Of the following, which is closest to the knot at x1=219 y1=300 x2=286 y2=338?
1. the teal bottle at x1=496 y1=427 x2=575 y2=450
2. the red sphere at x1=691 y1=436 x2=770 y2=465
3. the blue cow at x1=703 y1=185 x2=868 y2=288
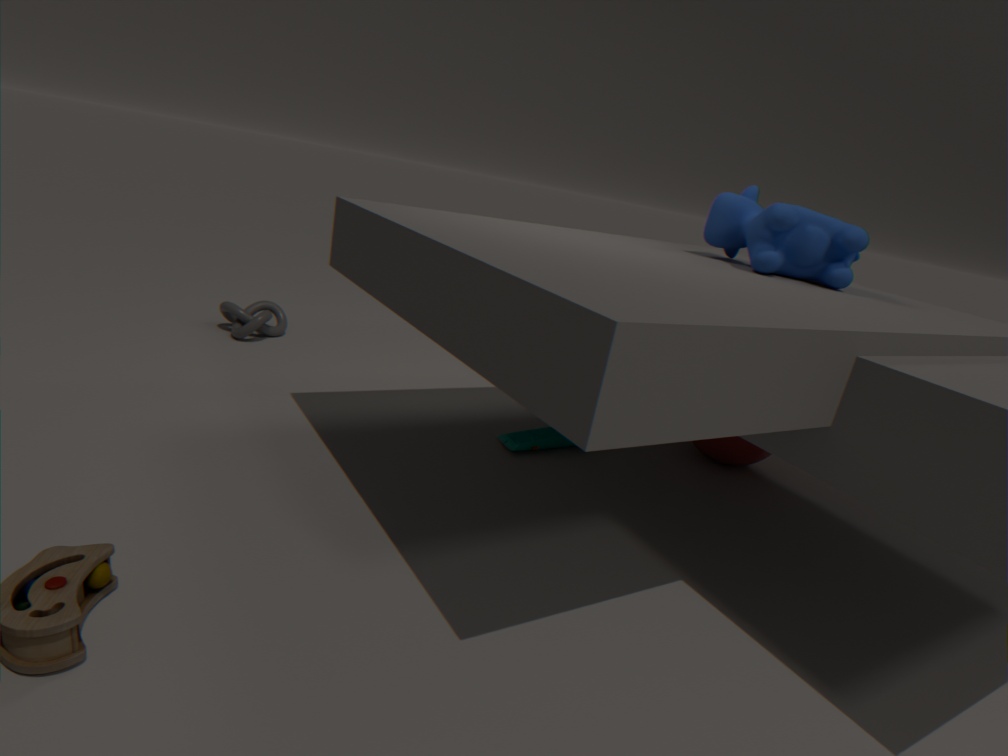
the teal bottle at x1=496 y1=427 x2=575 y2=450
